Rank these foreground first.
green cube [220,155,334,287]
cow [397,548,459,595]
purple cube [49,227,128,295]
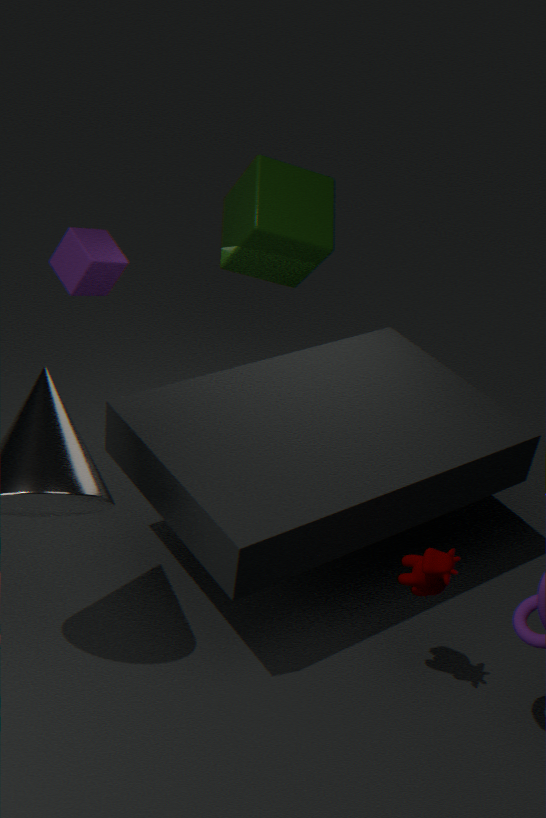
cow [397,548,459,595]
purple cube [49,227,128,295]
green cube [220,155,334,287]
